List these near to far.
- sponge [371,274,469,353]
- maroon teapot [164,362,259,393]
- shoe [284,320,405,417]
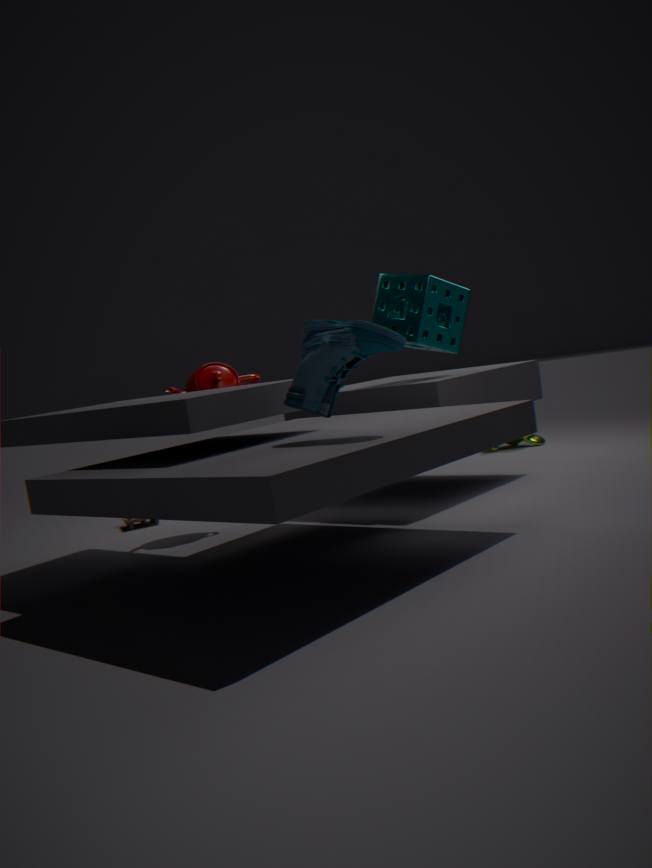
shoe [284,320,405,417] < sponge [371,274,469,353] < maroon teapot [164,362,259,393]
